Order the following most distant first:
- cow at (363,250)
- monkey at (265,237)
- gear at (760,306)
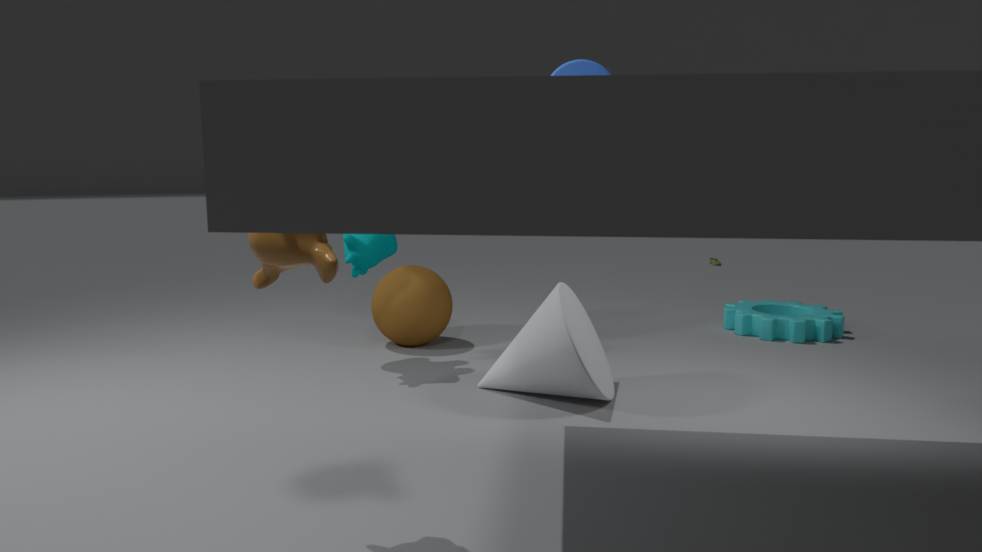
gear at (760,306), cow at (363,250), monkey at (265,237)
